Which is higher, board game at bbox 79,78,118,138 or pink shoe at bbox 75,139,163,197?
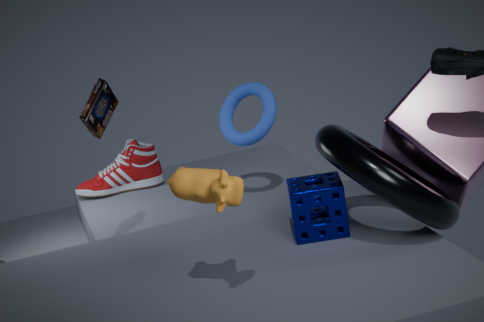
board game at bbox 79,78,118,138
